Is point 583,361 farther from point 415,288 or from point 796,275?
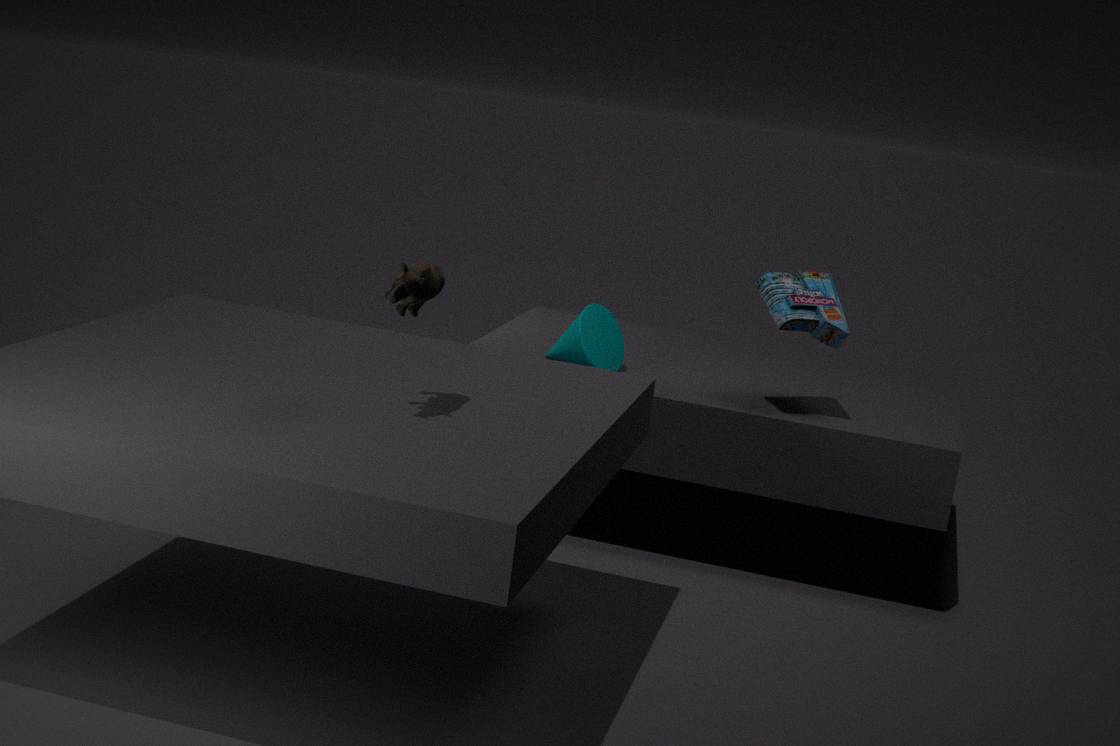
point 415,288
